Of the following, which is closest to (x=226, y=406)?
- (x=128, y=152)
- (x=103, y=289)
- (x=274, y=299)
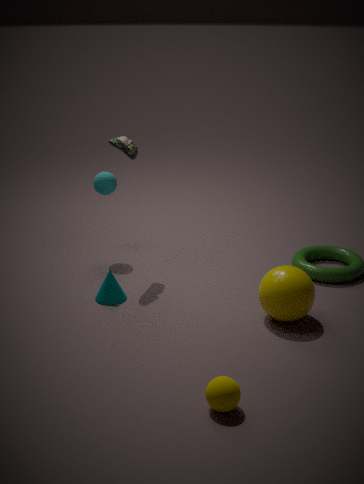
(x=274, y=299)
